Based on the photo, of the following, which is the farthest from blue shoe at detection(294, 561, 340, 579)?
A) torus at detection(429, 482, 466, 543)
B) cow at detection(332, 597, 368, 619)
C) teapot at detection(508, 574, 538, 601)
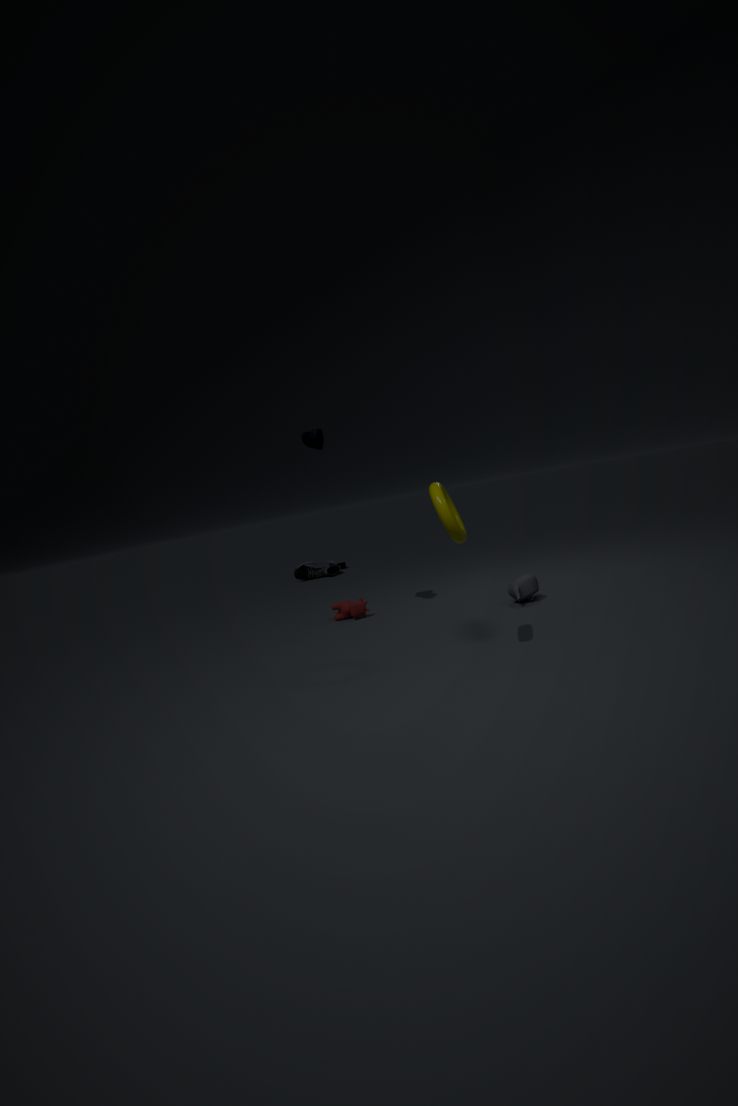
torus at detection(429, 482, 466, 543)
